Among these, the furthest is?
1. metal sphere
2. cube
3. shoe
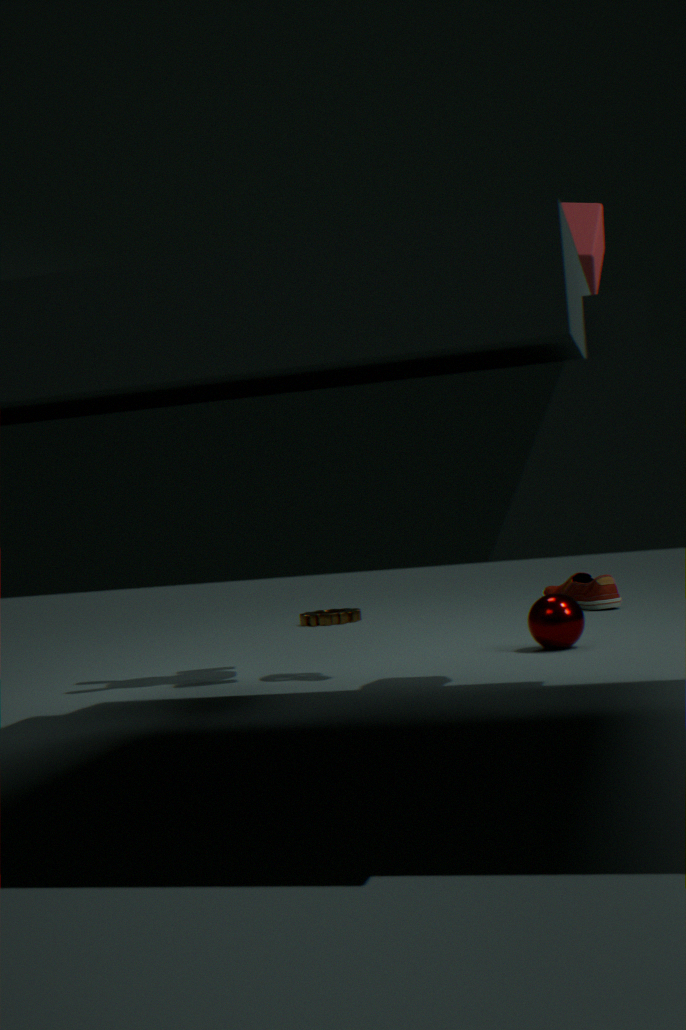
shoe
